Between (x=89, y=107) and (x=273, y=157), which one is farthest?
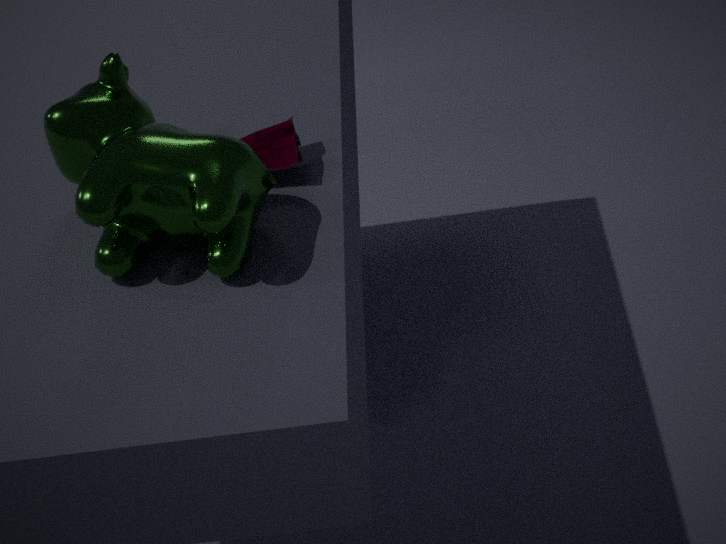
(x=273, y=157)
